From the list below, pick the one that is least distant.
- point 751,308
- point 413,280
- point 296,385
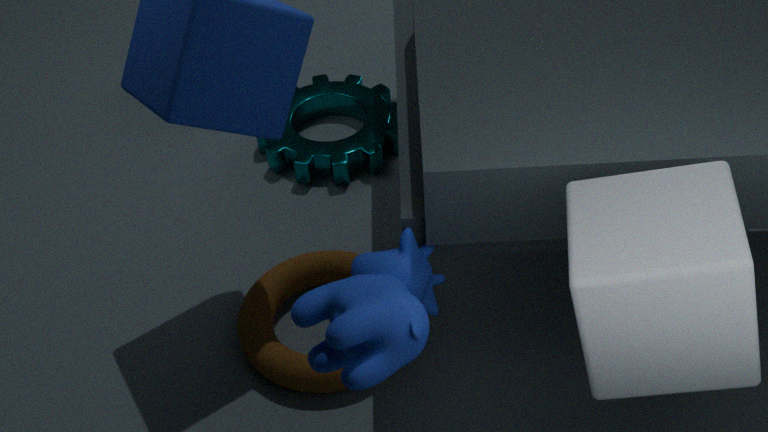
point 751,308
